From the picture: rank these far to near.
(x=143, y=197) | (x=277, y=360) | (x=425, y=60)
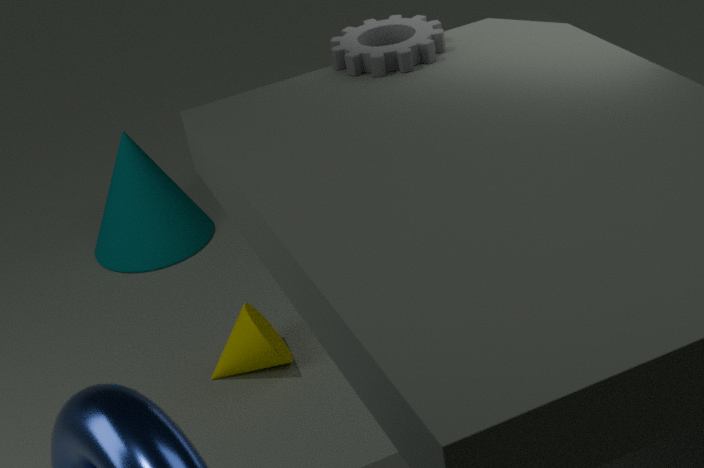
(x=143, y=197) < (x=277, y=360) < (x=425, y=60)
